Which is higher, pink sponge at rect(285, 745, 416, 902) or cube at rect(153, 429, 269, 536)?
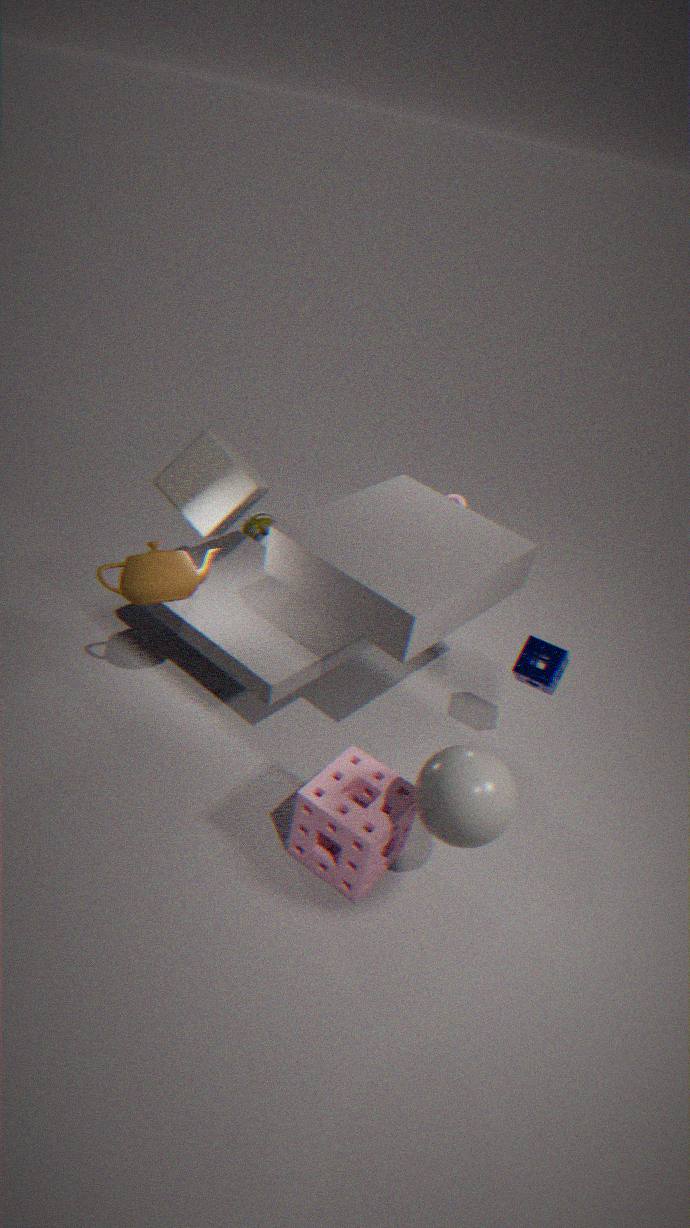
cube at rect(153, 429, 269, 536)
